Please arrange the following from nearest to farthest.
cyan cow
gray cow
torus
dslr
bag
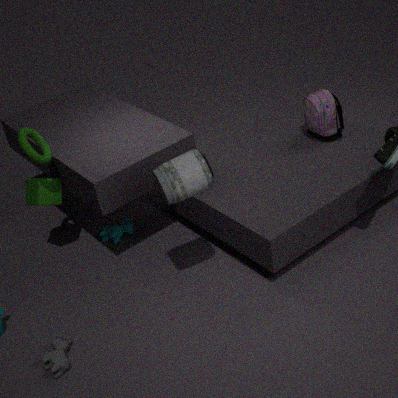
dslr, gray cow, torus, bag, cyan cow
